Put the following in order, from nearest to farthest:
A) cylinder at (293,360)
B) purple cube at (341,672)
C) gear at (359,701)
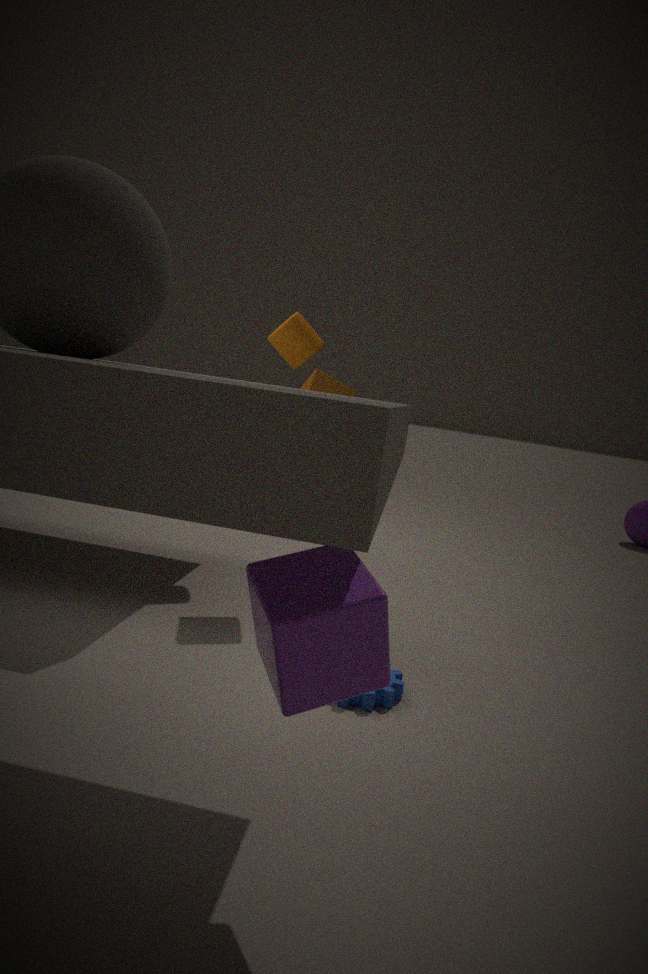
purple cube at (341,672), gear at (359,701), cylinder at (293,360)
